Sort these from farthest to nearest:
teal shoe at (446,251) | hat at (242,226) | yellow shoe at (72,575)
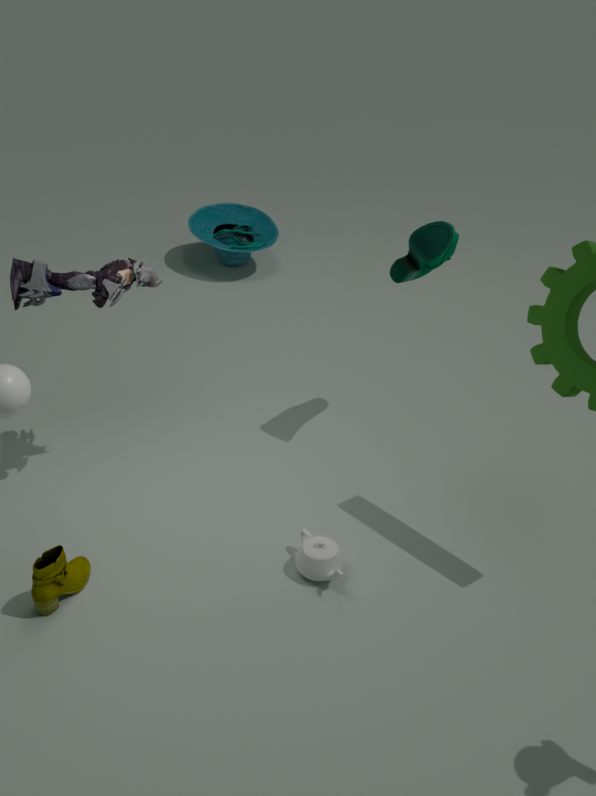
hat at (242,226)
teal shoe at (446,251)
yellow shoe at (72,575)
